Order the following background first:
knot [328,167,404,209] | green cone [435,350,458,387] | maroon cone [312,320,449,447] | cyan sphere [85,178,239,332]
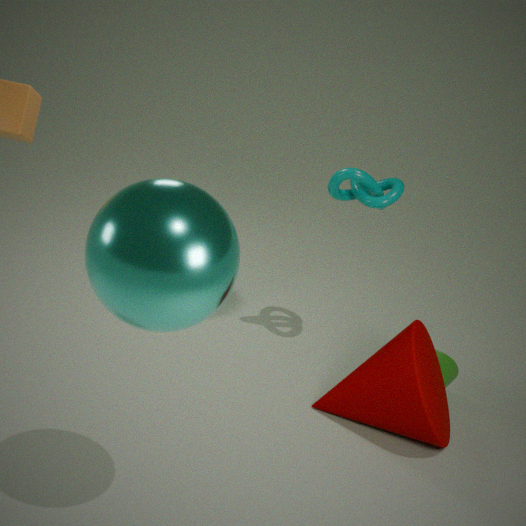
green cone [435,350,458,387] < knot [328,167,404,209] < maroon cone [312,320,449,447] < cyan sphere [85,178,239,332]
